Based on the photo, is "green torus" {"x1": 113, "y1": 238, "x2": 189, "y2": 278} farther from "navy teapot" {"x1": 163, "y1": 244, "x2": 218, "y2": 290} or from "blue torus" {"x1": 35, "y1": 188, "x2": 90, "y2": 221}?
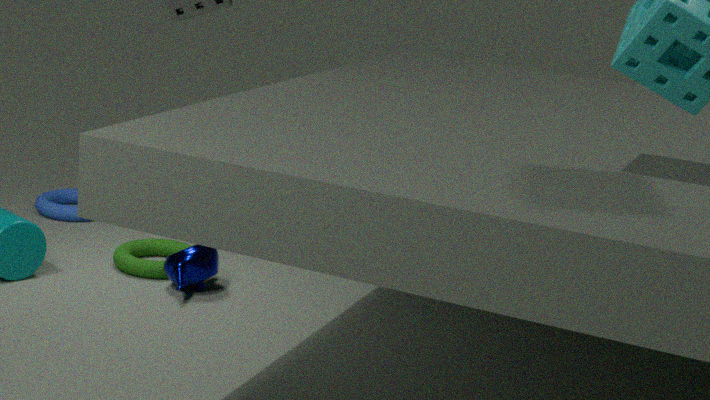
"blue torus" {"x1": 35, "y1": 188, "x2": 90, "y2": 221}
